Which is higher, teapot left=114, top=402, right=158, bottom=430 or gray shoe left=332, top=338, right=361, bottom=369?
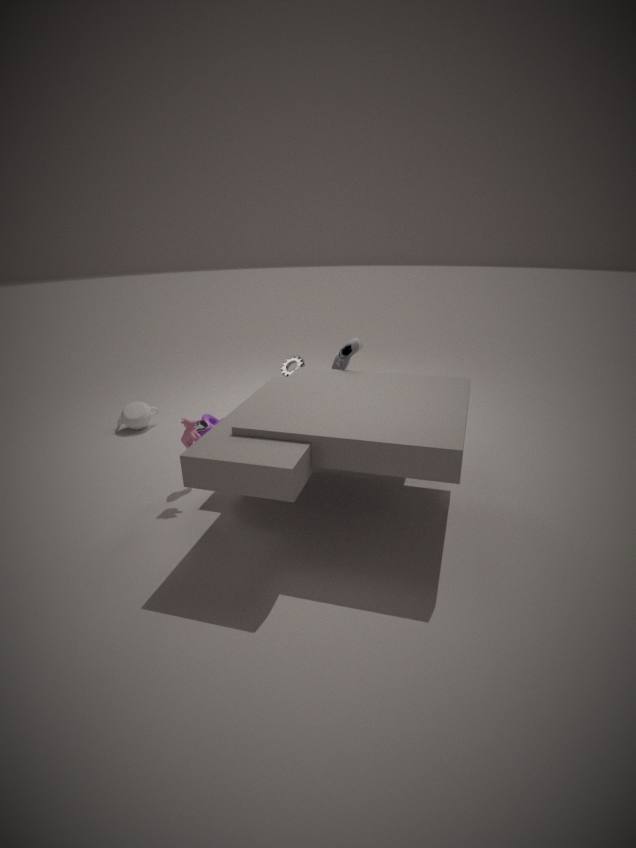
gray shoe left=332, top=338, right=361, bottom=369
